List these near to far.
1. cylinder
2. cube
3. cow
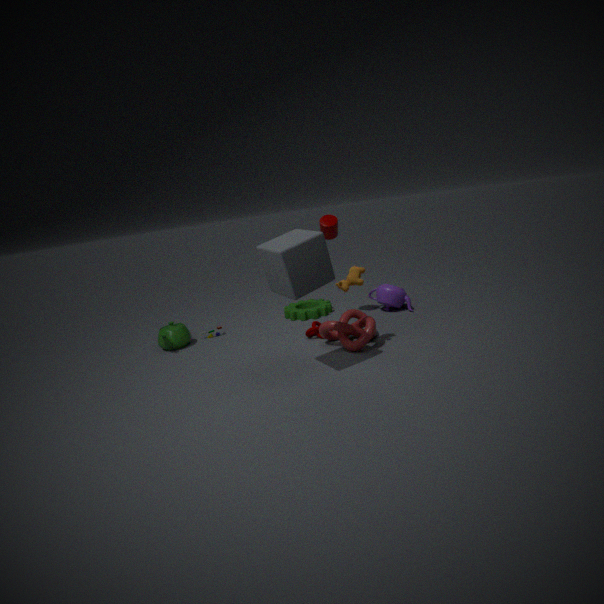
1. cube
2. cow
3. cylinder
